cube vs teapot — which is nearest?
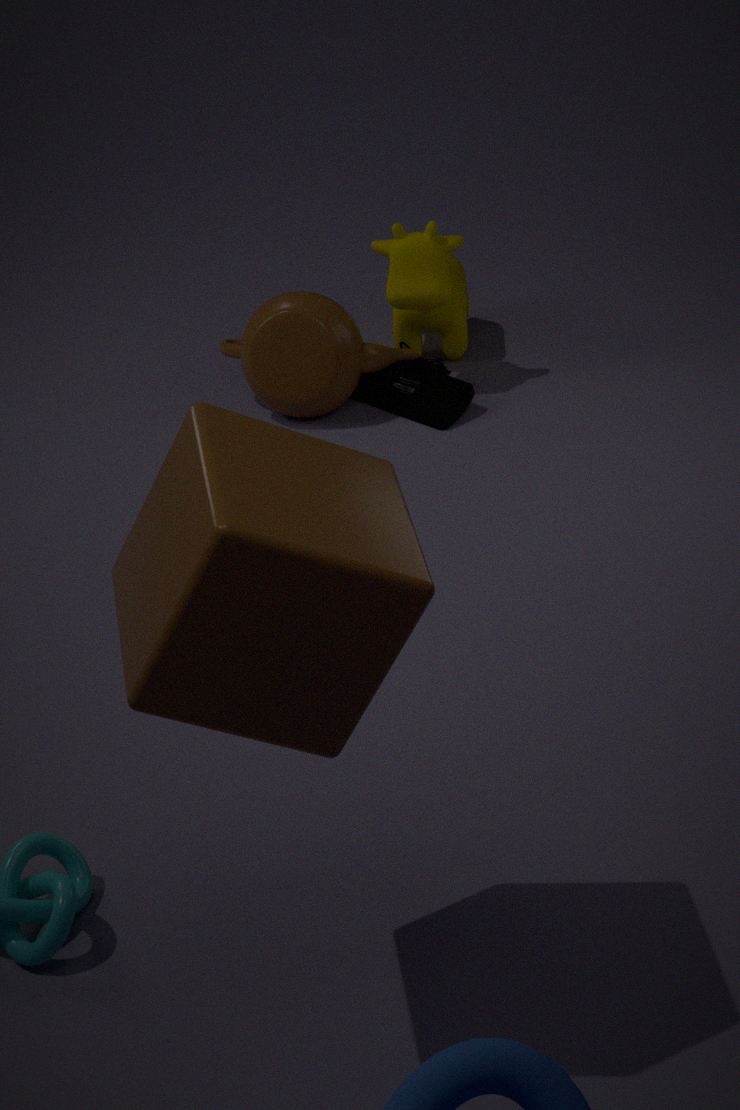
cube
